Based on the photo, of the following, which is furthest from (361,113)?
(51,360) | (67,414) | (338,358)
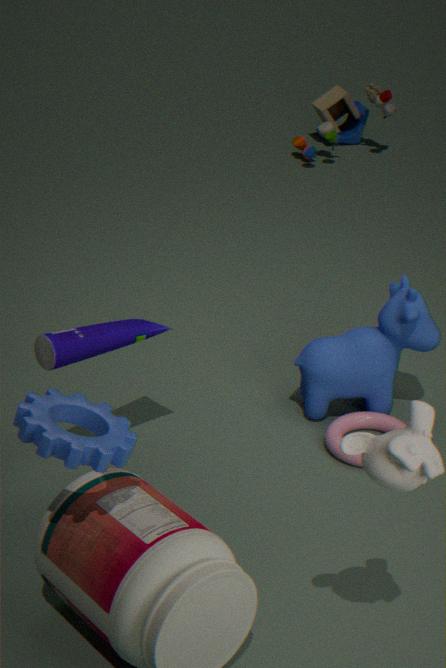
(67,414)
